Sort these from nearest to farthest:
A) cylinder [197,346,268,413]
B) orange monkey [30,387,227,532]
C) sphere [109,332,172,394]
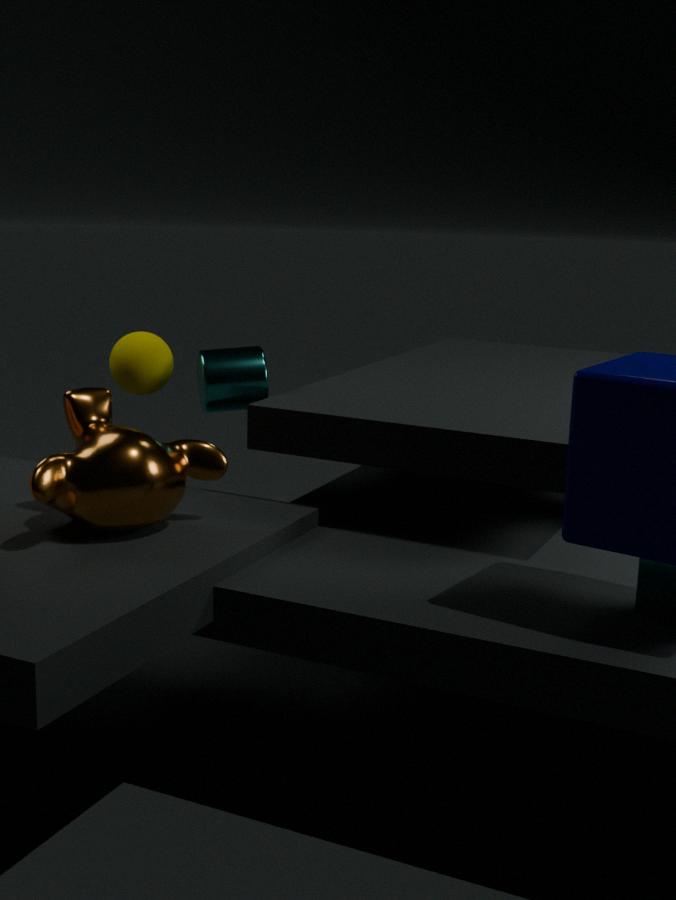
orange monkey [30,387,227,532], cylinder [197,346,268,413], sphere [109,332,172,394]
